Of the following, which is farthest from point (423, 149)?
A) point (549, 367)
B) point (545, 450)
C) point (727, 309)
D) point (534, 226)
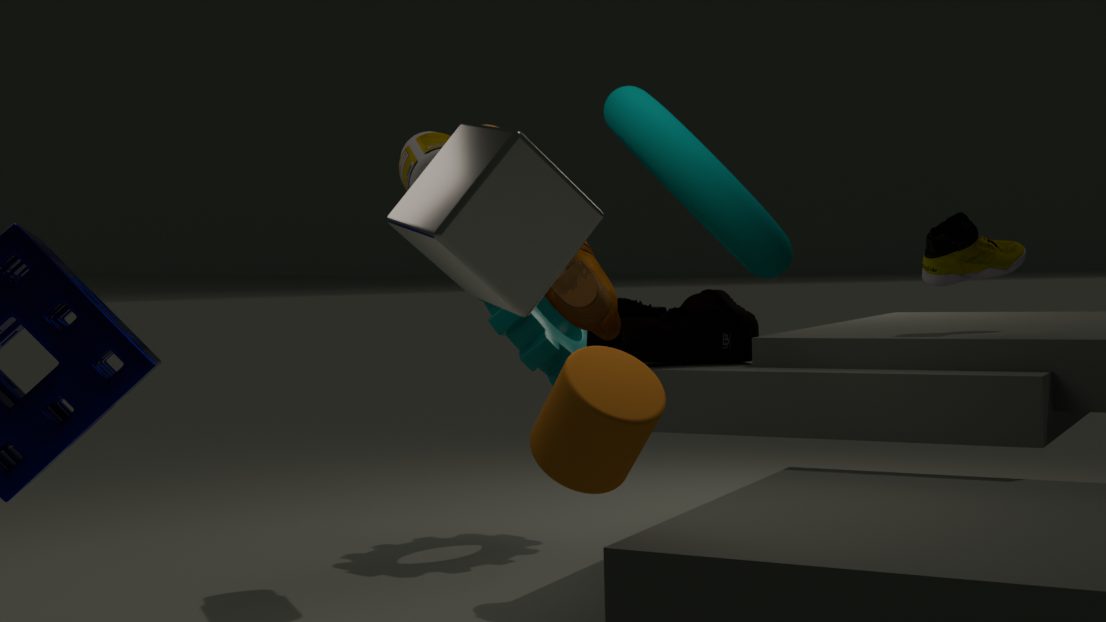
point (534, 226)
